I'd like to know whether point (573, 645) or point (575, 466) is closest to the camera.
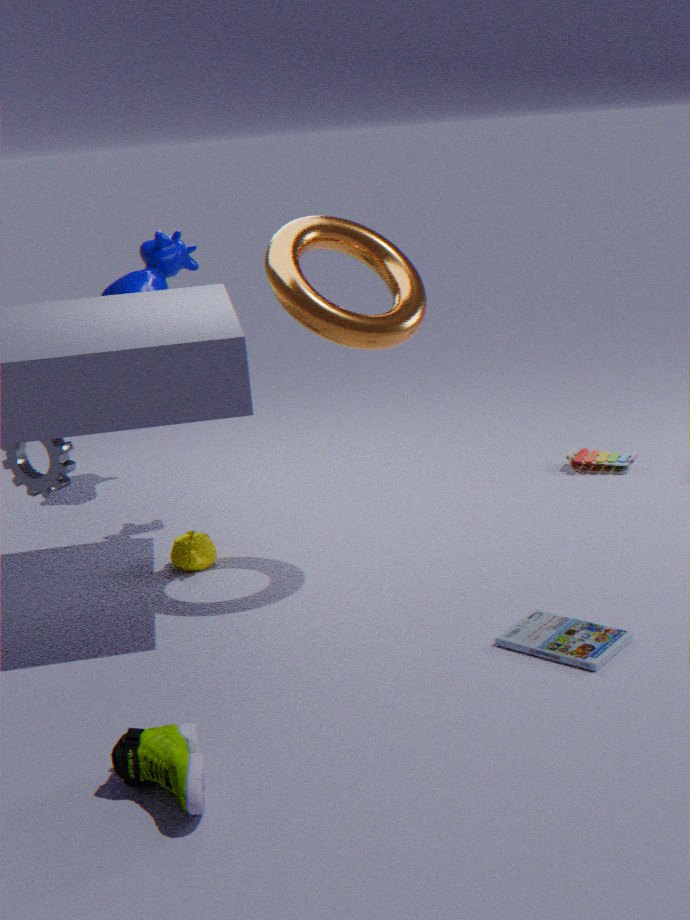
point (573, 645)
